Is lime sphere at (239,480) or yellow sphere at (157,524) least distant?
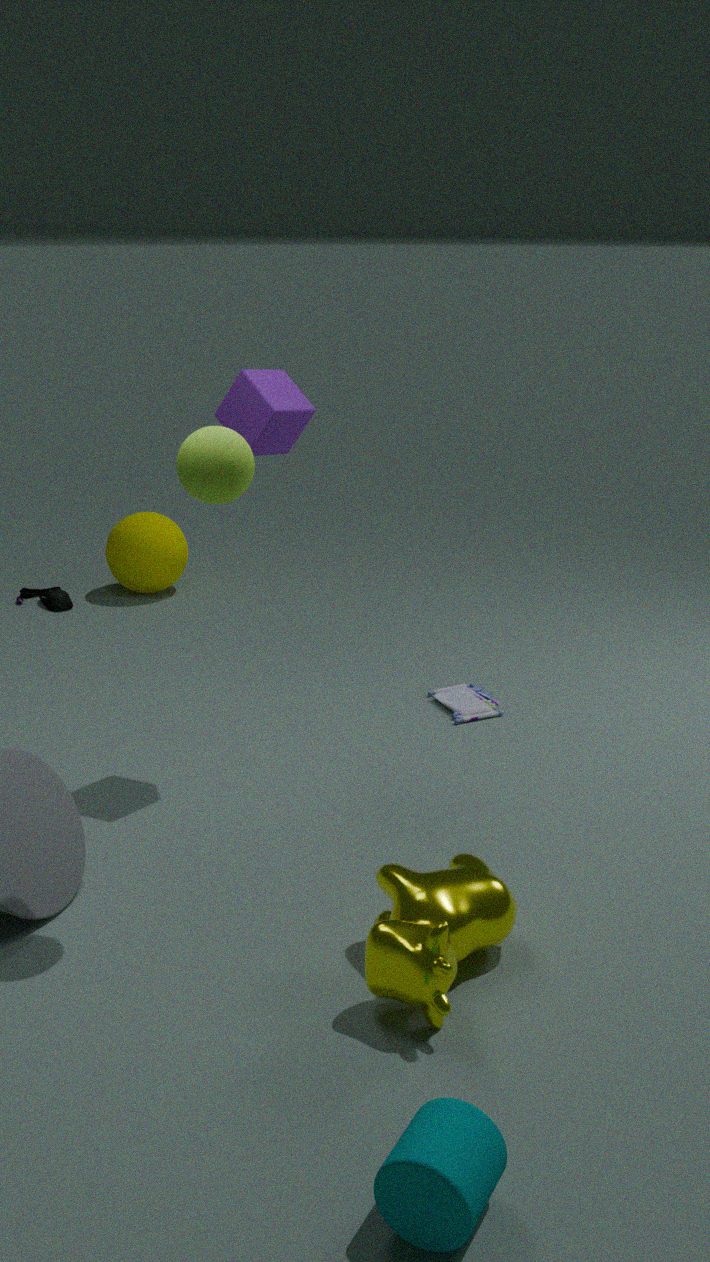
lime sphere at (239,480)
